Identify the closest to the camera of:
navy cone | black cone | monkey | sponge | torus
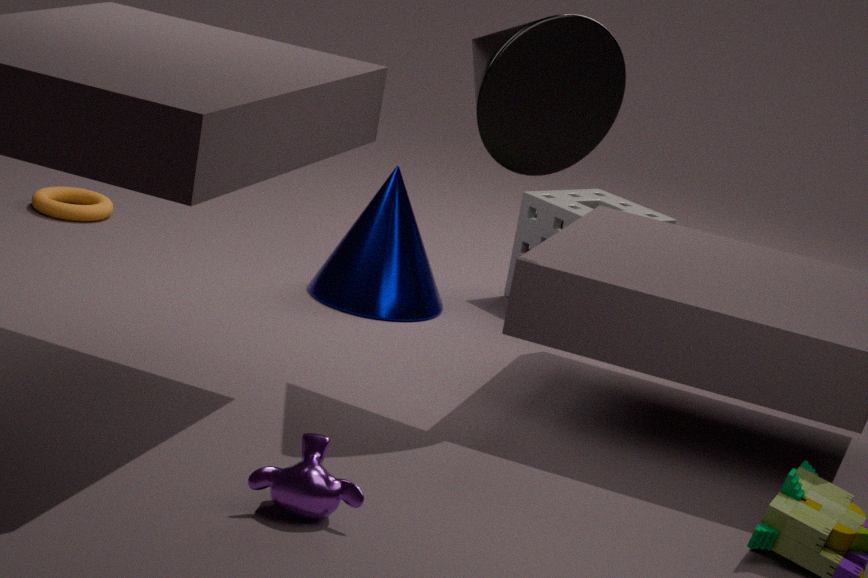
monkey
